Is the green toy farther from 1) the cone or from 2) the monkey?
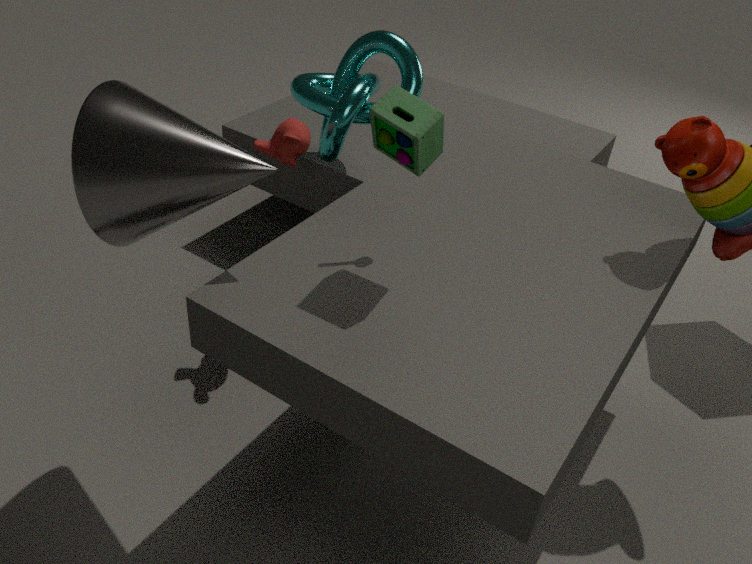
2) the monkey
